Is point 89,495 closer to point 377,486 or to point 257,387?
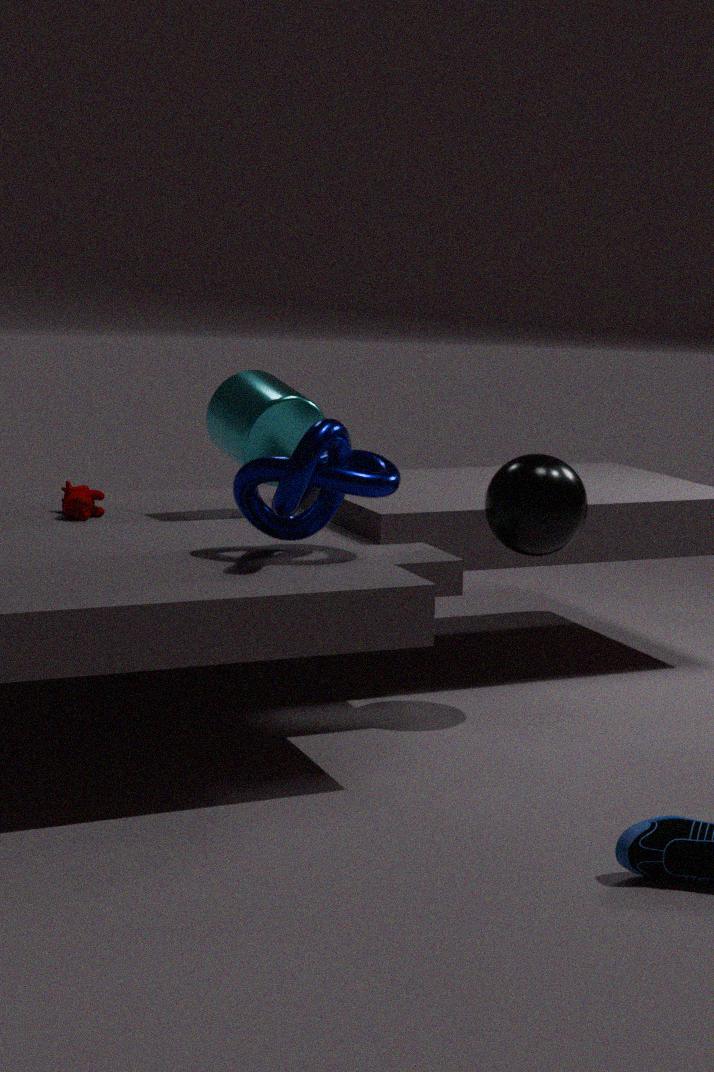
point 257,387
